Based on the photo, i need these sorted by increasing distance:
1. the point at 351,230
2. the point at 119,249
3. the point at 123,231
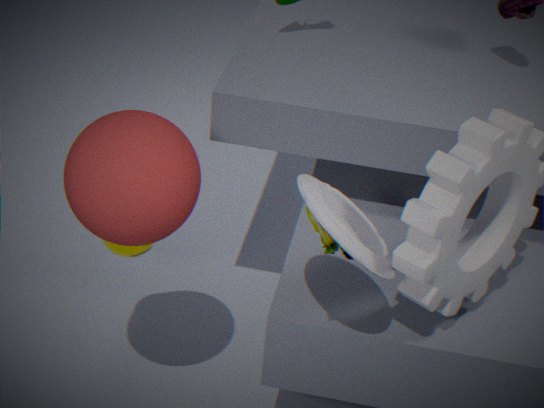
the point at 351,230
the point at 123,231
the point at 119,249
